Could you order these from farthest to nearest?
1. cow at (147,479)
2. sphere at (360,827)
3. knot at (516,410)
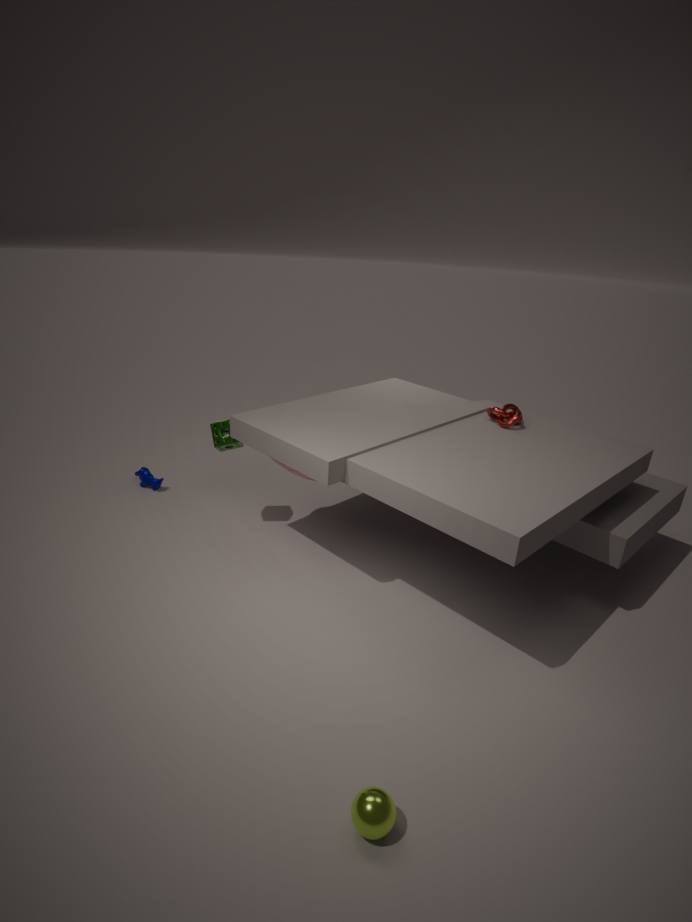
cow at (147,479) < knot at (516,410) < sphere at (360,827)
